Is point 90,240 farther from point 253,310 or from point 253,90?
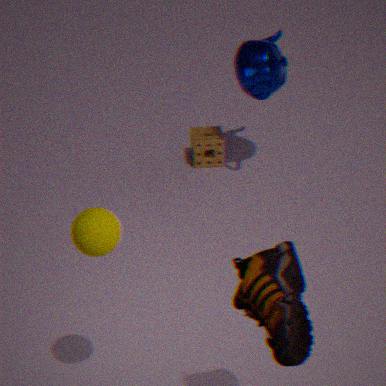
point 253,90
